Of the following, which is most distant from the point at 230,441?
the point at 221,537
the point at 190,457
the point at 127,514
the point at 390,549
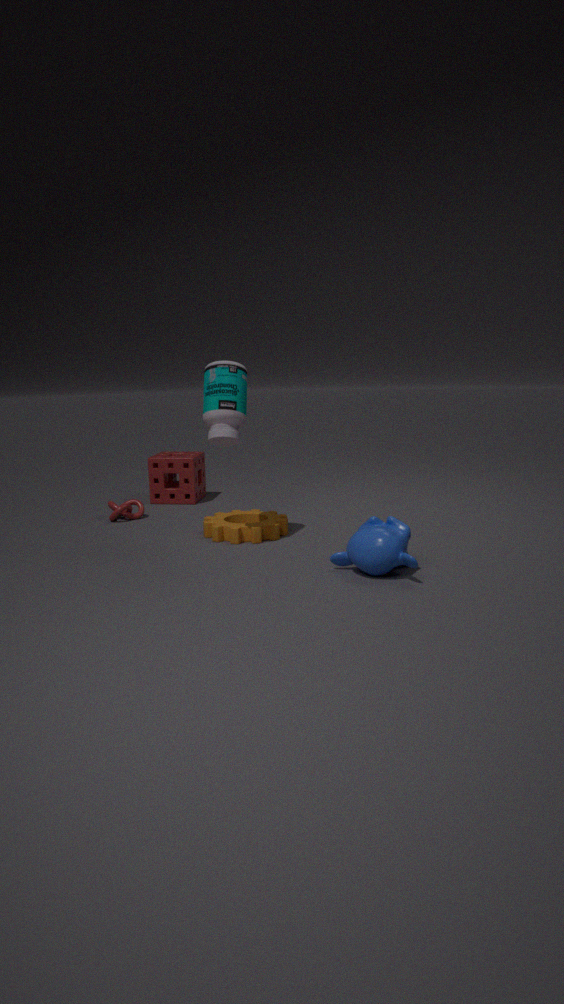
the point at 190,457
